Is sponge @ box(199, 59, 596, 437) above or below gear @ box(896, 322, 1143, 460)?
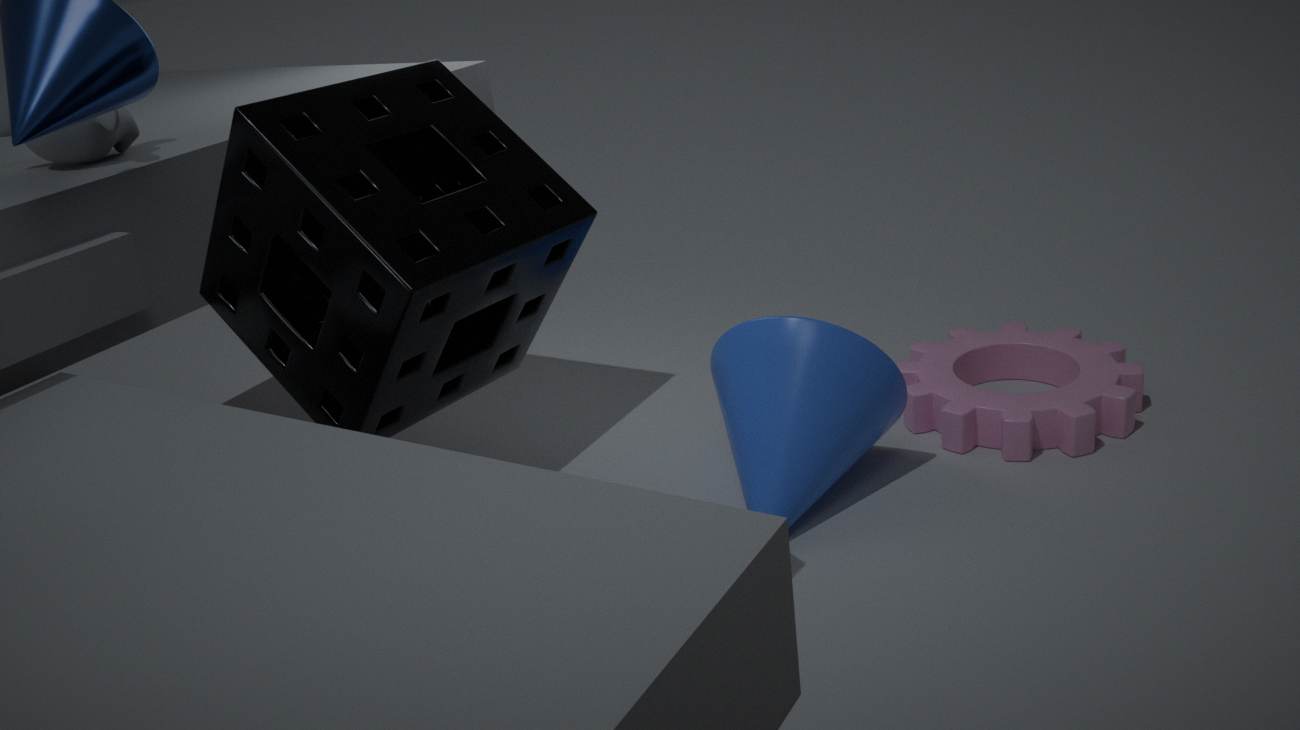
above
